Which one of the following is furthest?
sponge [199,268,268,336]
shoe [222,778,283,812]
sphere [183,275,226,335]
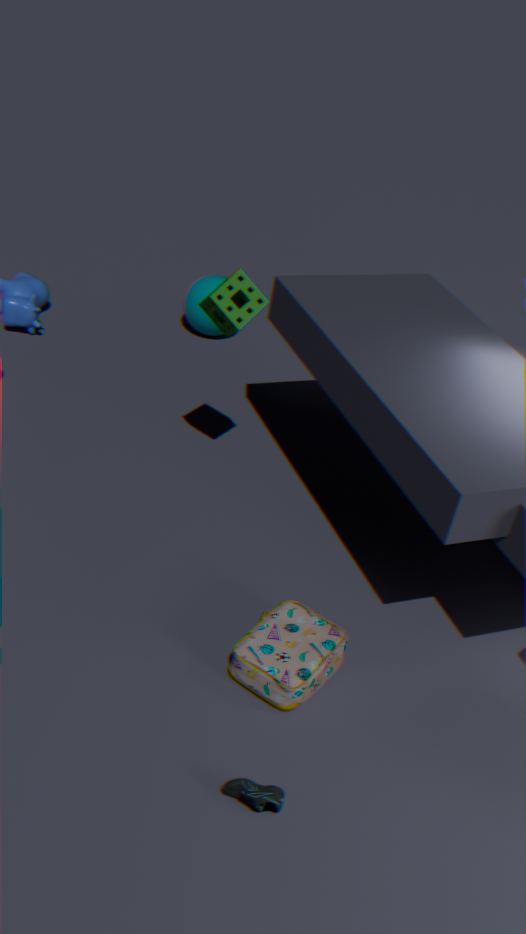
sphere [183,275,226,335]
